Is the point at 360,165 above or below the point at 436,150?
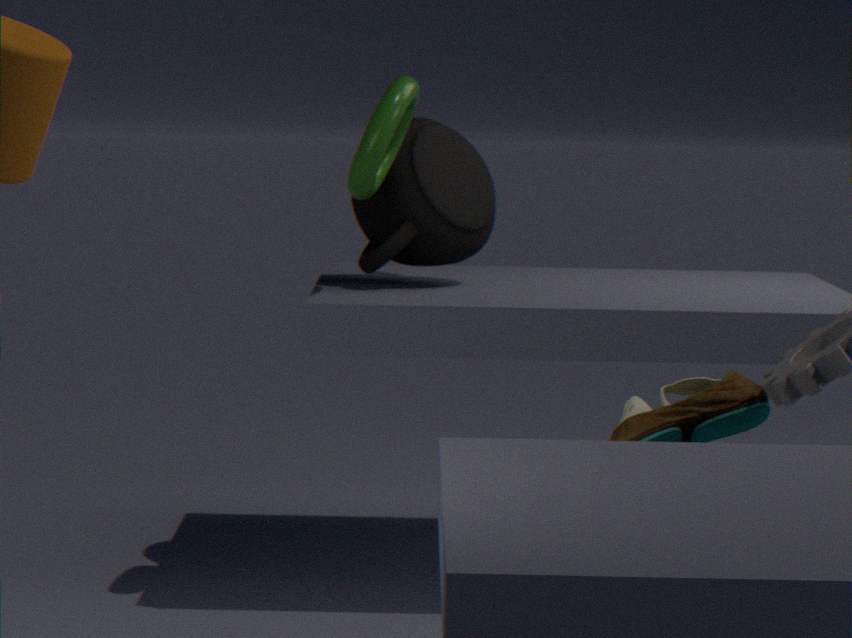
above
